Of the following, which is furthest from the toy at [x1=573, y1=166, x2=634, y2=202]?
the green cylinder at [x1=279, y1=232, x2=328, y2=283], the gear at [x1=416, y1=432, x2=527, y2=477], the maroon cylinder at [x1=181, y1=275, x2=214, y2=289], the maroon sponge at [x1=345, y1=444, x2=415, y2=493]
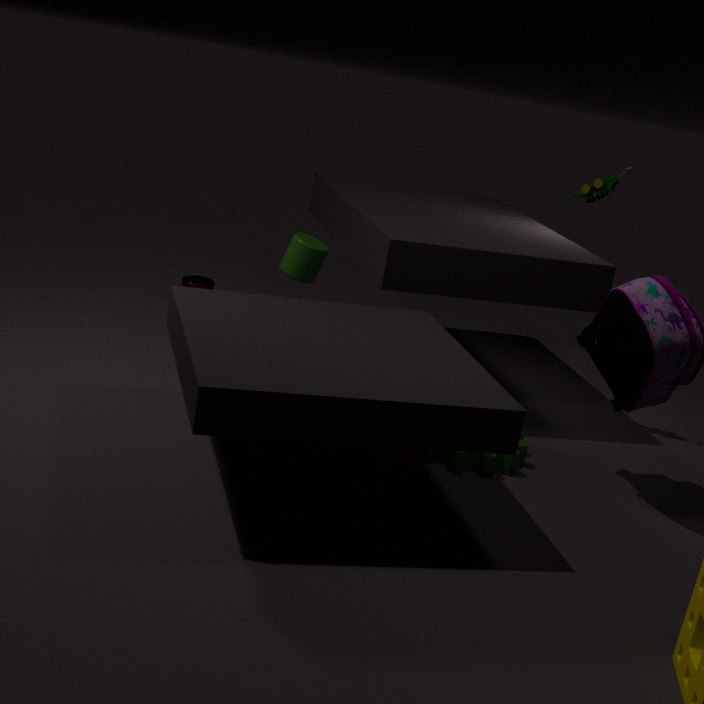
the maroon cylinder at [x1=181, y1=275, x2=214, y2=289]
